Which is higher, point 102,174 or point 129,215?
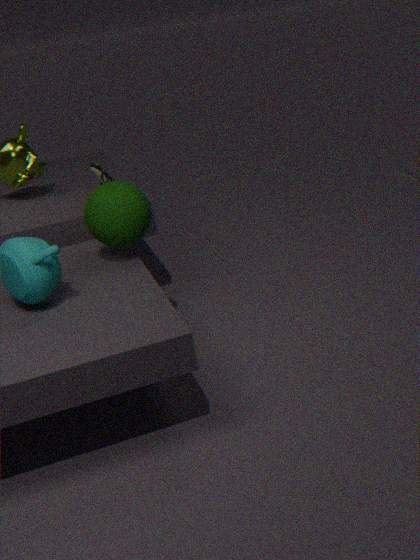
point 102,174
